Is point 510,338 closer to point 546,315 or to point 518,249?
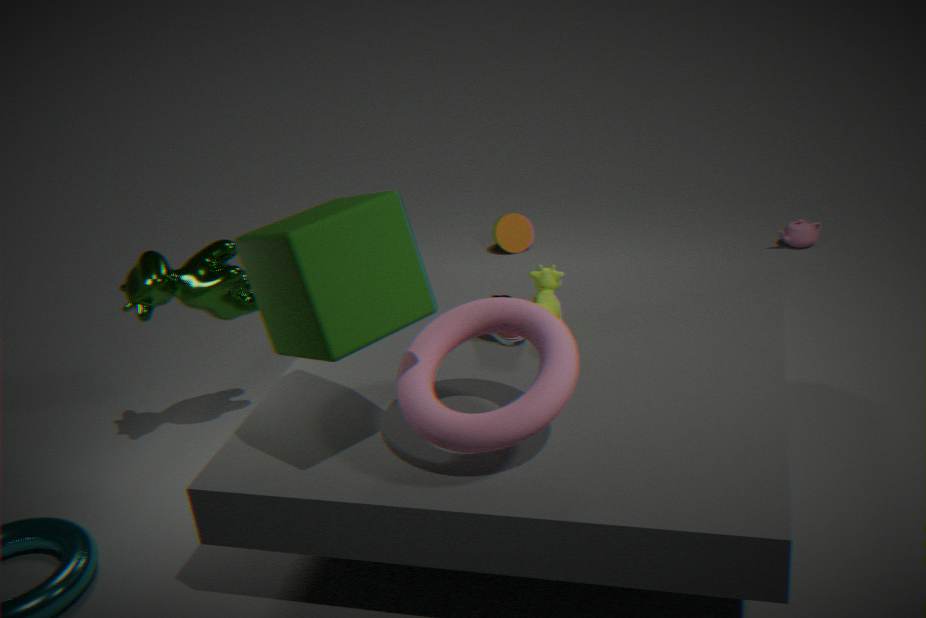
point 546,315
